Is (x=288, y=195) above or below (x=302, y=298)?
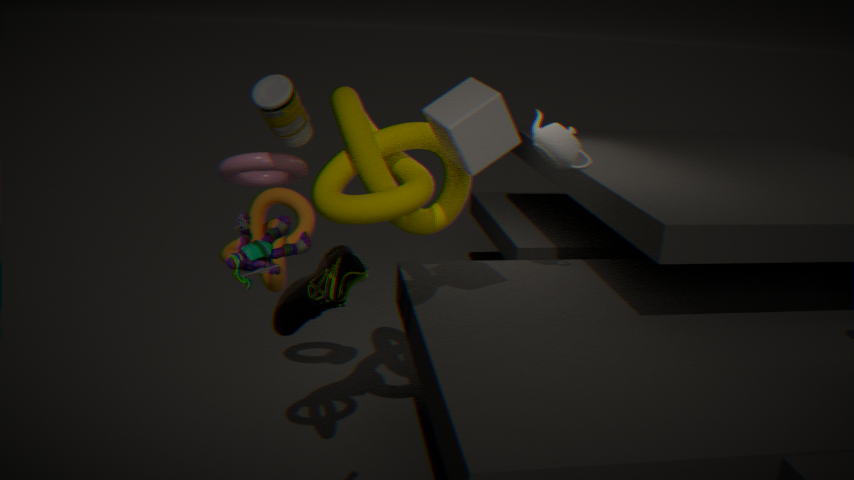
above
